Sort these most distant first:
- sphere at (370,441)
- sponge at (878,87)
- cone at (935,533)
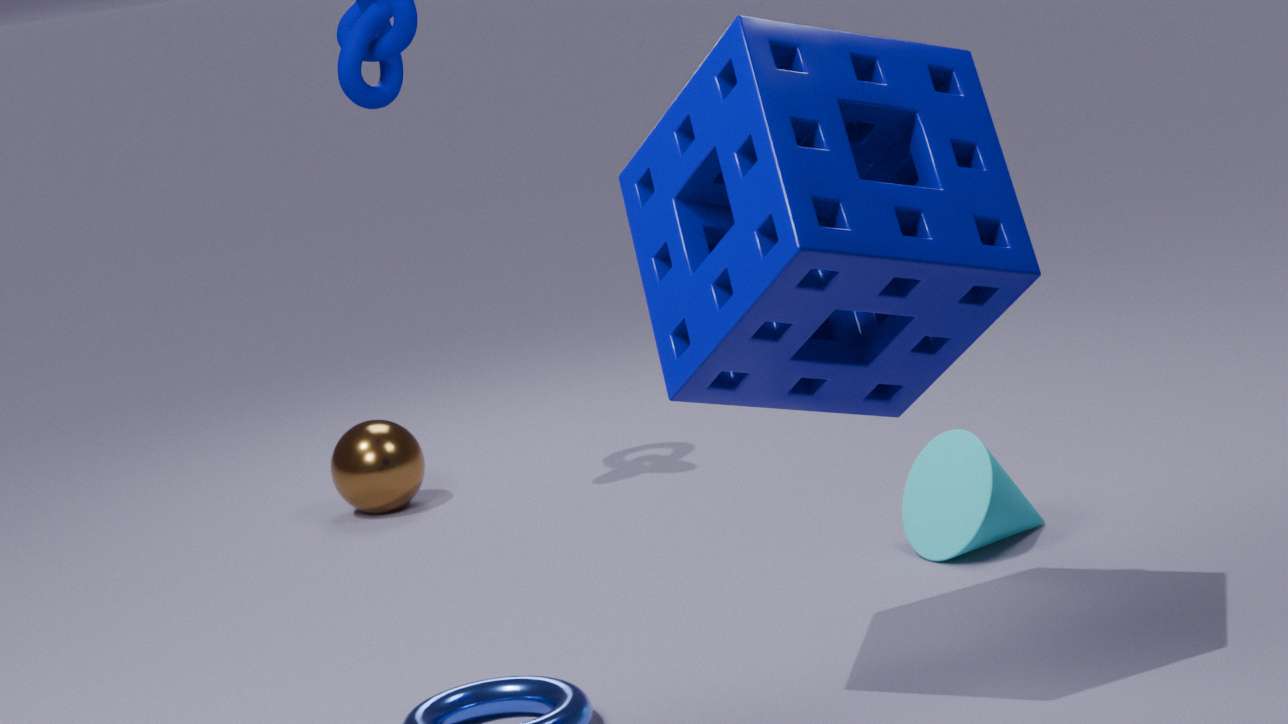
sphere at (370,441) → cone at (935,533) → sponge at (878,87)
